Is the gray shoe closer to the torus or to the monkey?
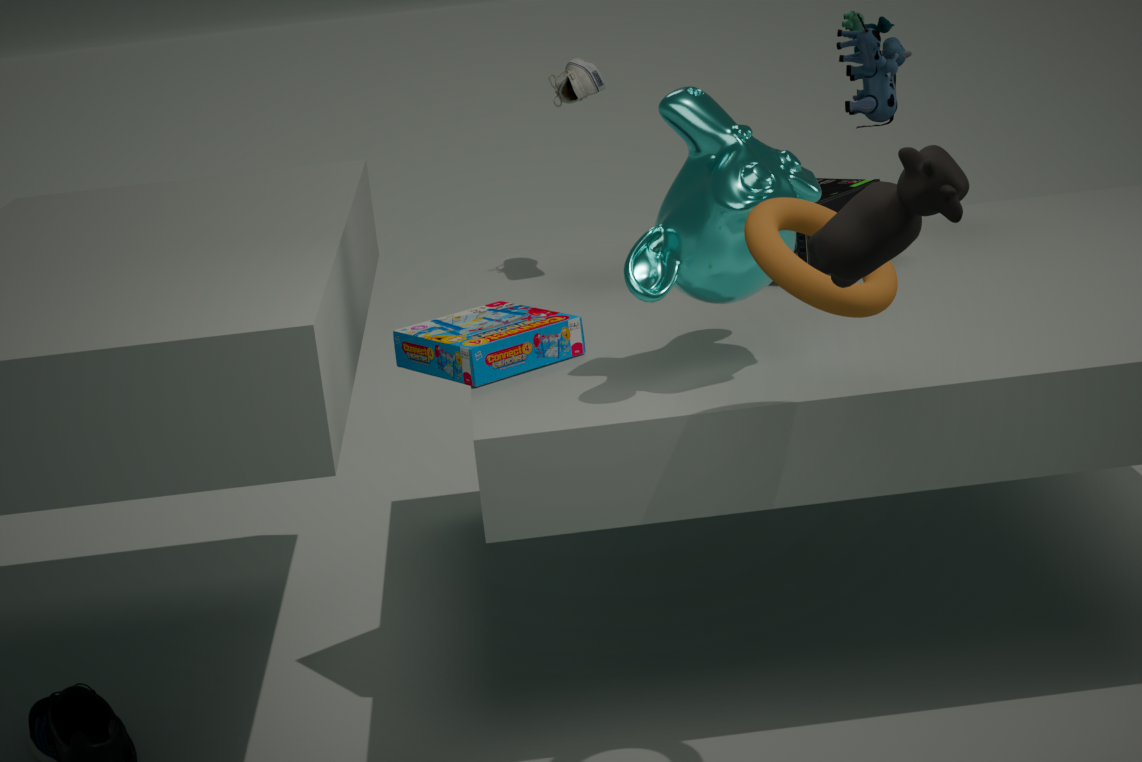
the monkey
